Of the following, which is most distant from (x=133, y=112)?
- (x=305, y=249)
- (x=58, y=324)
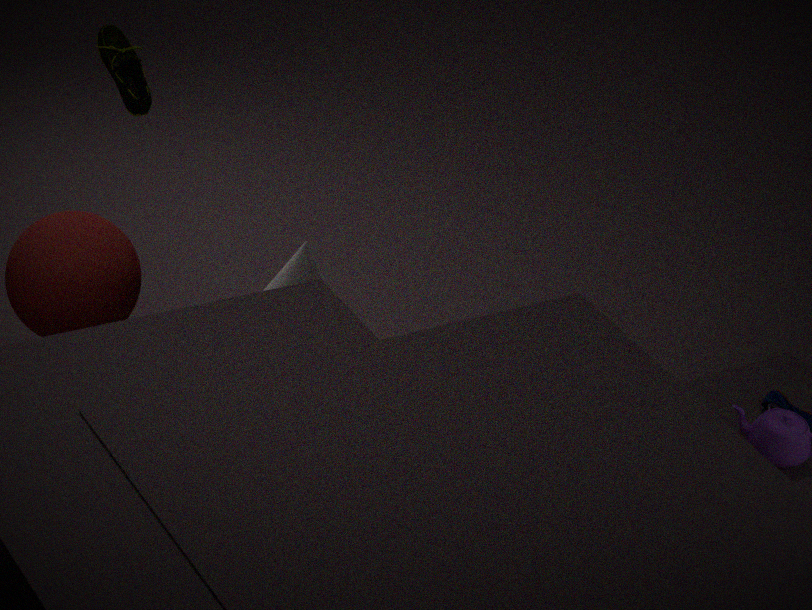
(x=305, y=249)
